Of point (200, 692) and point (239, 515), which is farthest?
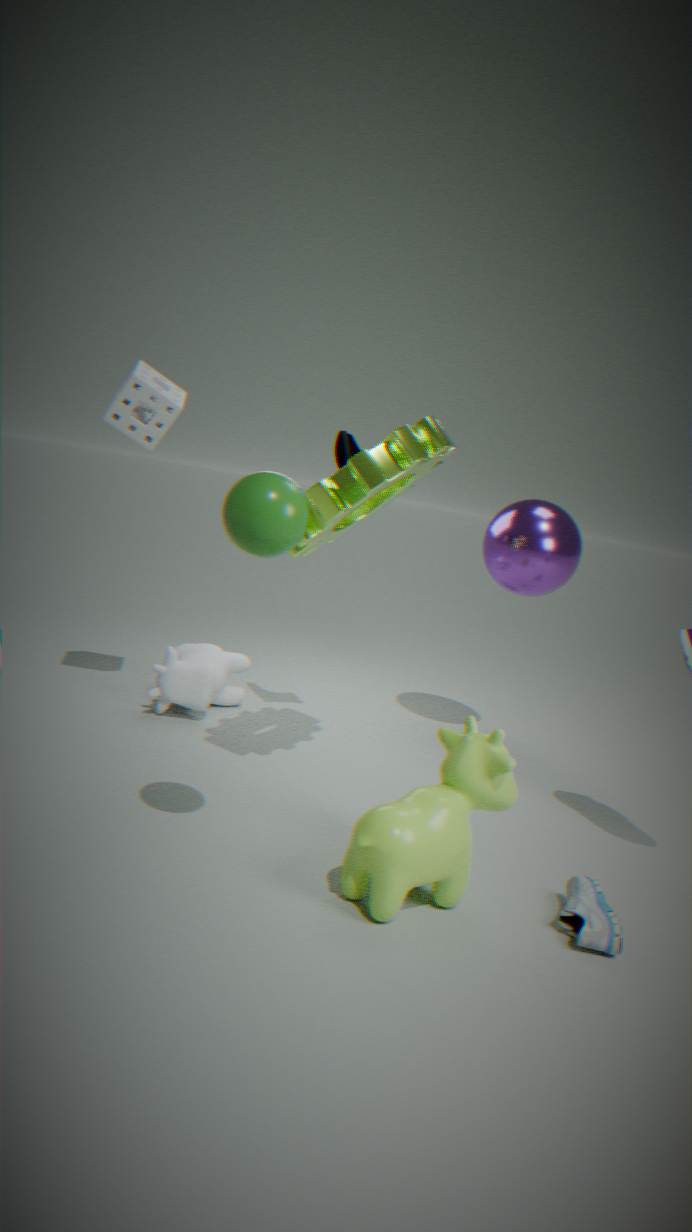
point (200, 692)
